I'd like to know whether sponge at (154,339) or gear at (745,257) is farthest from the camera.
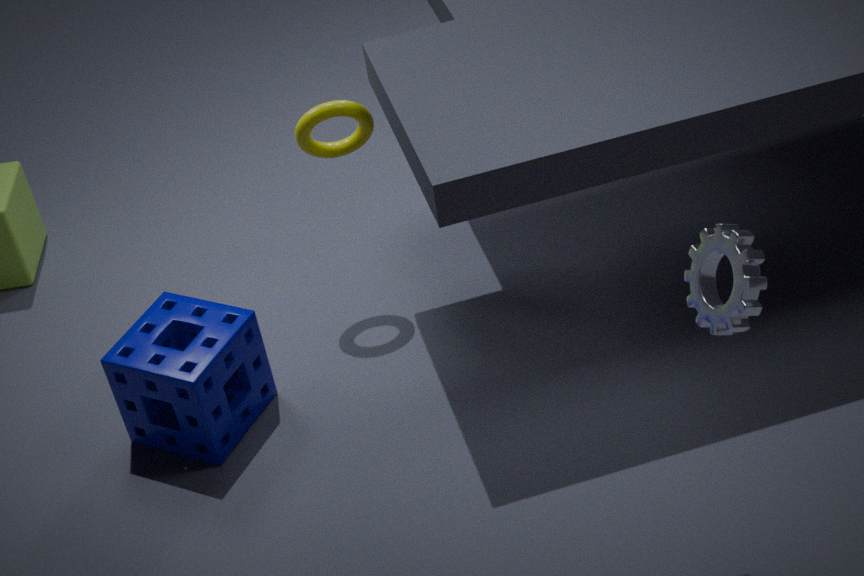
sponge at (154,339)
